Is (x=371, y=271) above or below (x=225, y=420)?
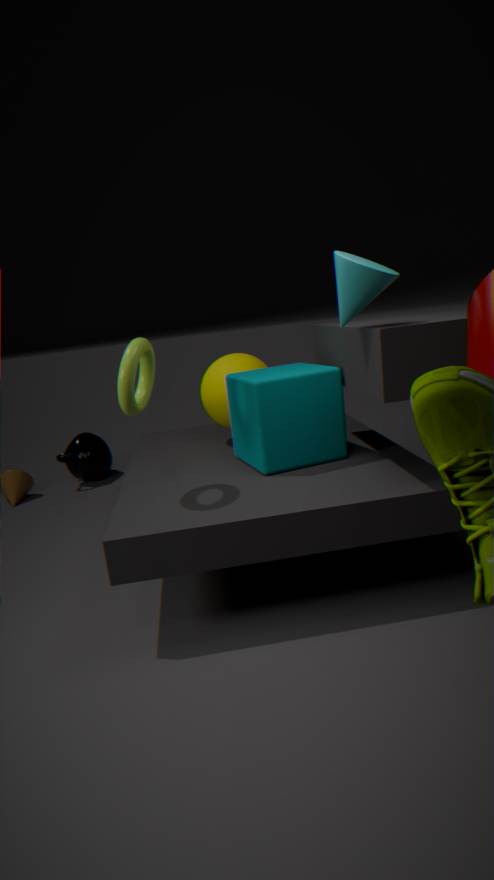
above
